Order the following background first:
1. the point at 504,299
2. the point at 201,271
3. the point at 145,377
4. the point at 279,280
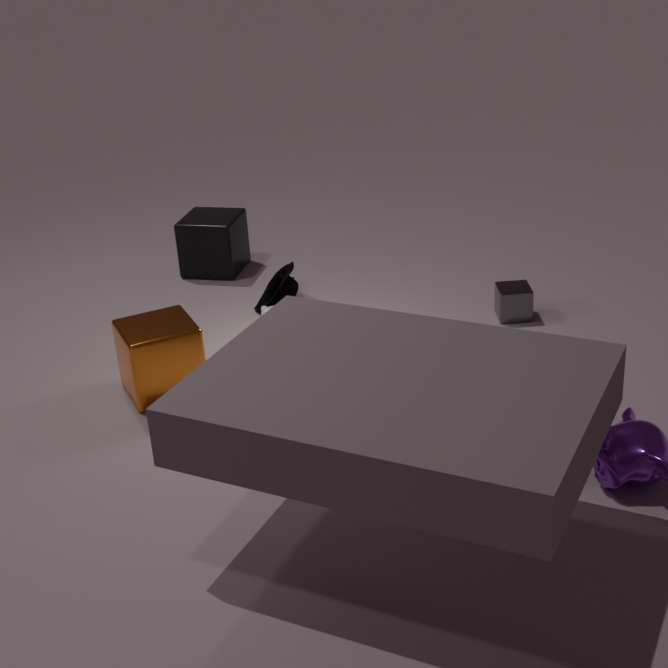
the point at 201,271 < the point at 279,280 < the point at 504,299 < the point at 145,377
